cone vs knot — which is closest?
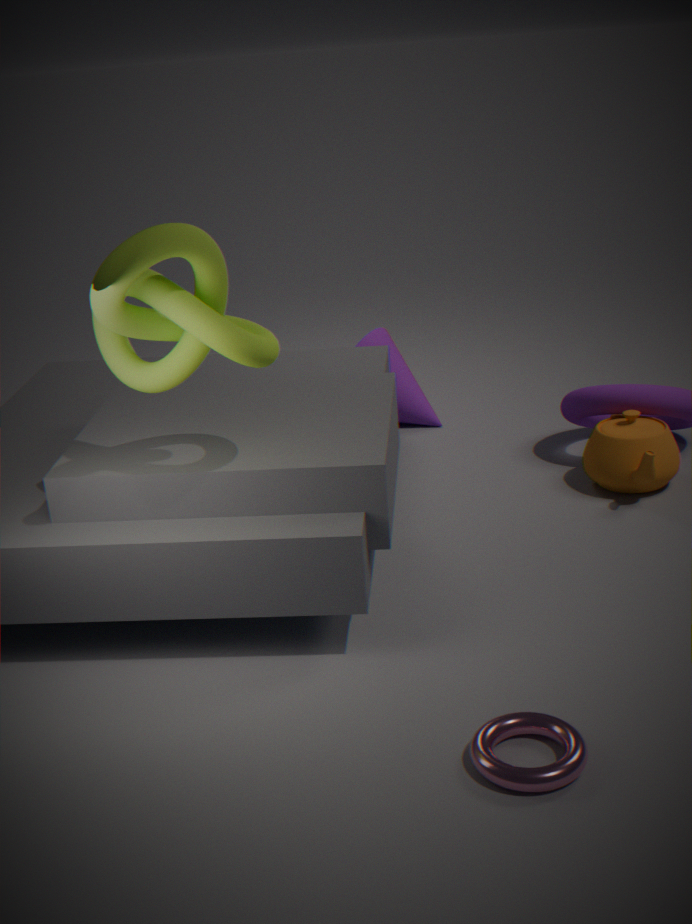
knot
